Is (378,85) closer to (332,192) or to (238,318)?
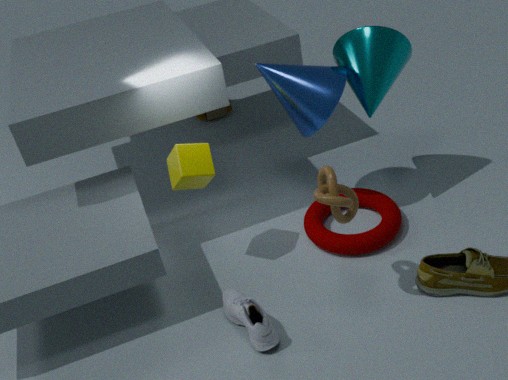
(332,192)
